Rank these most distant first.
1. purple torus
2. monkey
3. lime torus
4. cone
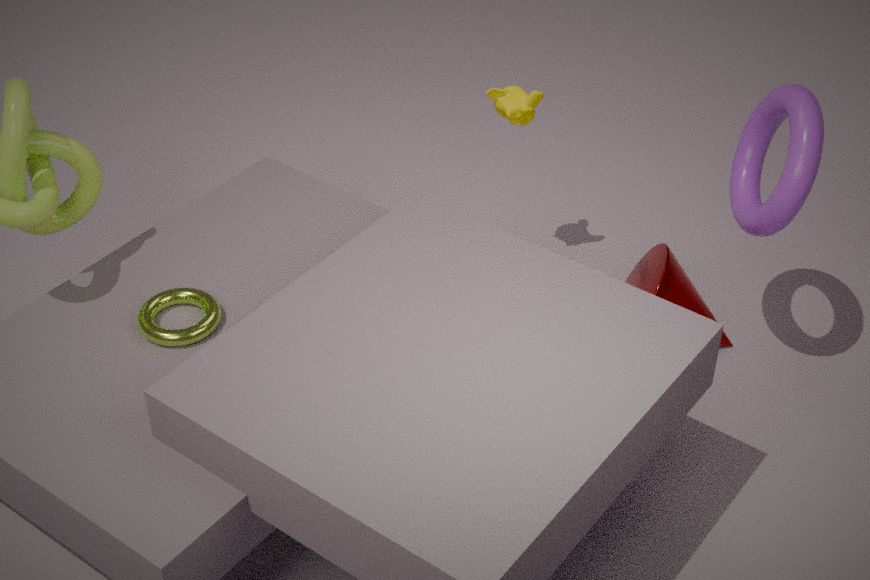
monkey → cone → purple torus → lime torus
